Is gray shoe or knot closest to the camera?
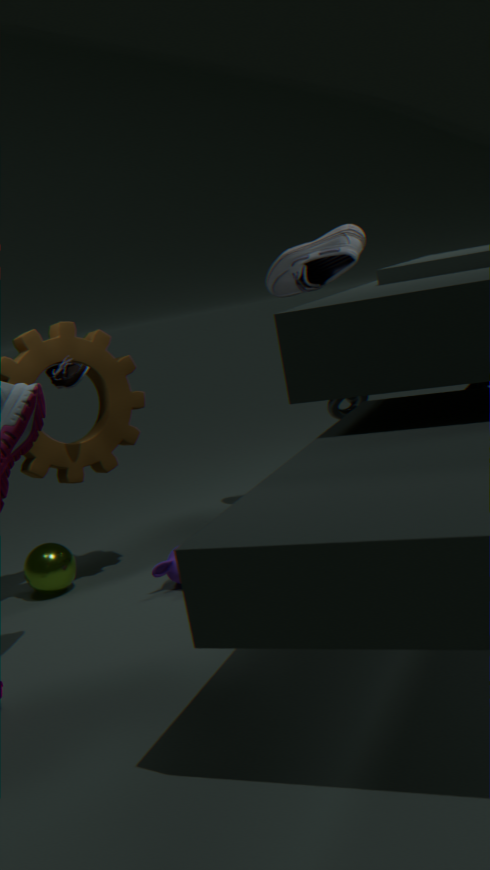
gray shoe
